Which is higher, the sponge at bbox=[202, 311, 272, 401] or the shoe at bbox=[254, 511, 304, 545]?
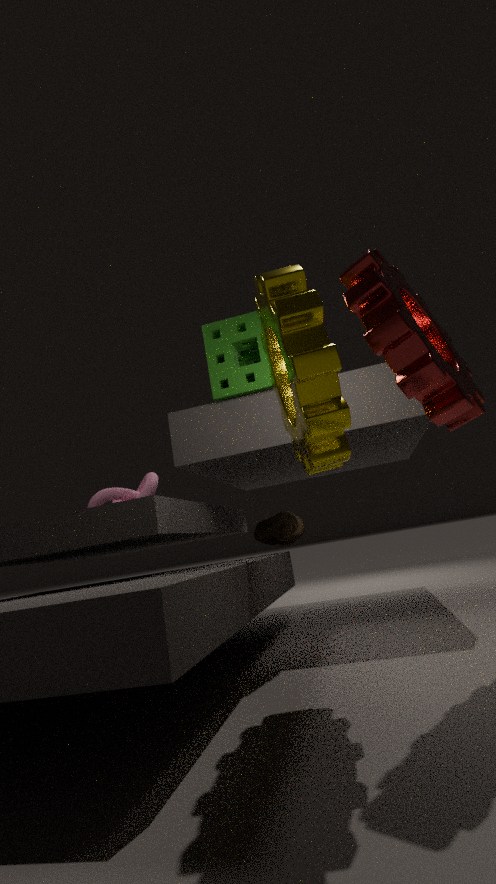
the sponge at bbox=[202, 311, 272, 401]
